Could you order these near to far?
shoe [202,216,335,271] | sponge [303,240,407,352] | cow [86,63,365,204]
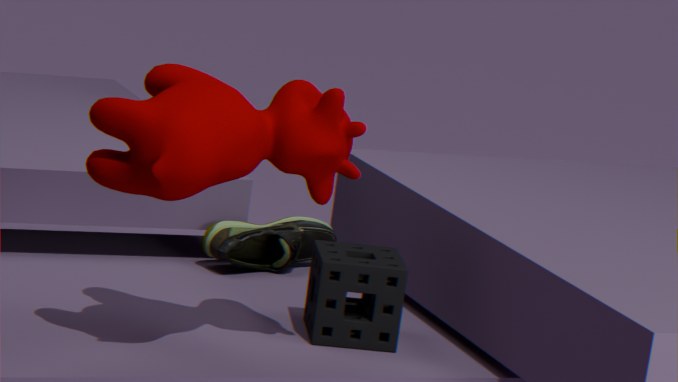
cow [86,63,365,204] < sponge [303,240,407,352] < shoe [202,216,335,271]
